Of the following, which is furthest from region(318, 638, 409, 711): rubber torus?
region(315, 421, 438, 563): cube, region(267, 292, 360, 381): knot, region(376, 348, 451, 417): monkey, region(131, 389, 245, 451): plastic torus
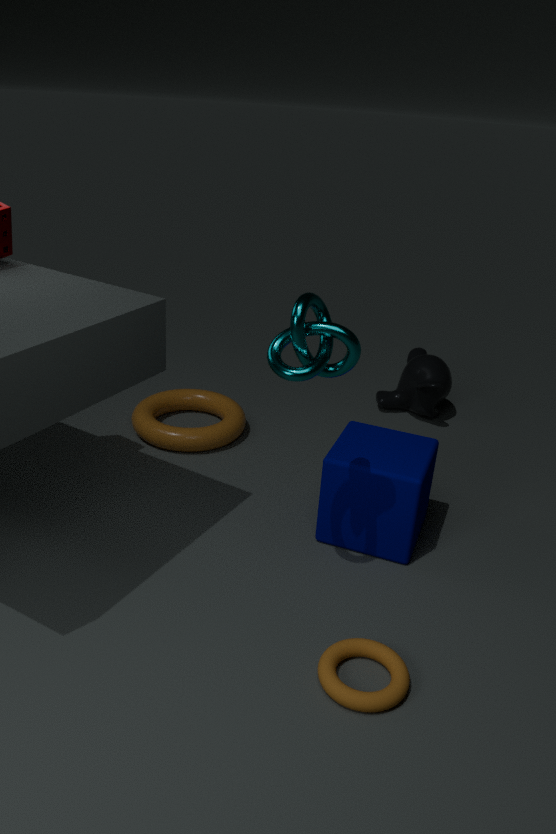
region(376, 348, 451, 417): monkey
